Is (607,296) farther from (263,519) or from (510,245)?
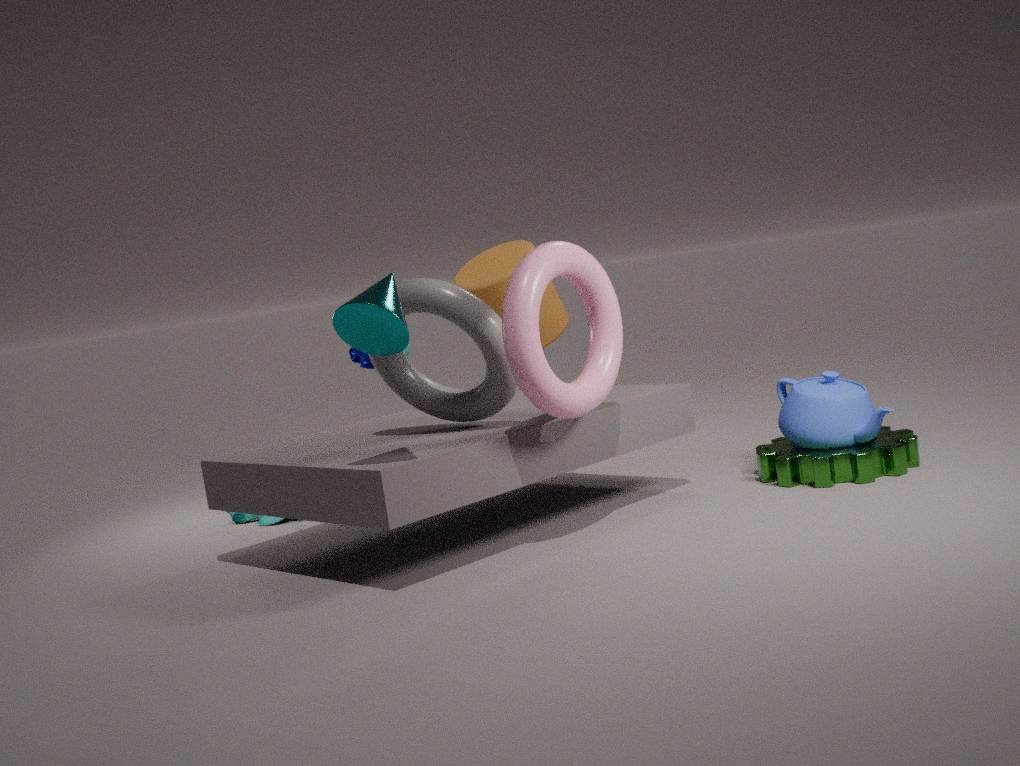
(263,519)
